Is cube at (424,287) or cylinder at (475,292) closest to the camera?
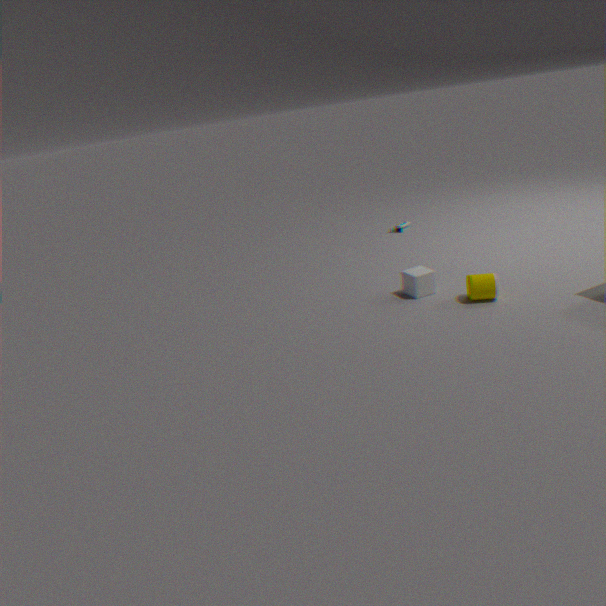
cylinder at (475,292)
